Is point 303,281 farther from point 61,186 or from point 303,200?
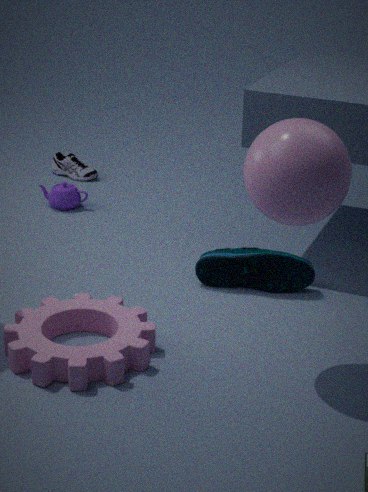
point 61,186
